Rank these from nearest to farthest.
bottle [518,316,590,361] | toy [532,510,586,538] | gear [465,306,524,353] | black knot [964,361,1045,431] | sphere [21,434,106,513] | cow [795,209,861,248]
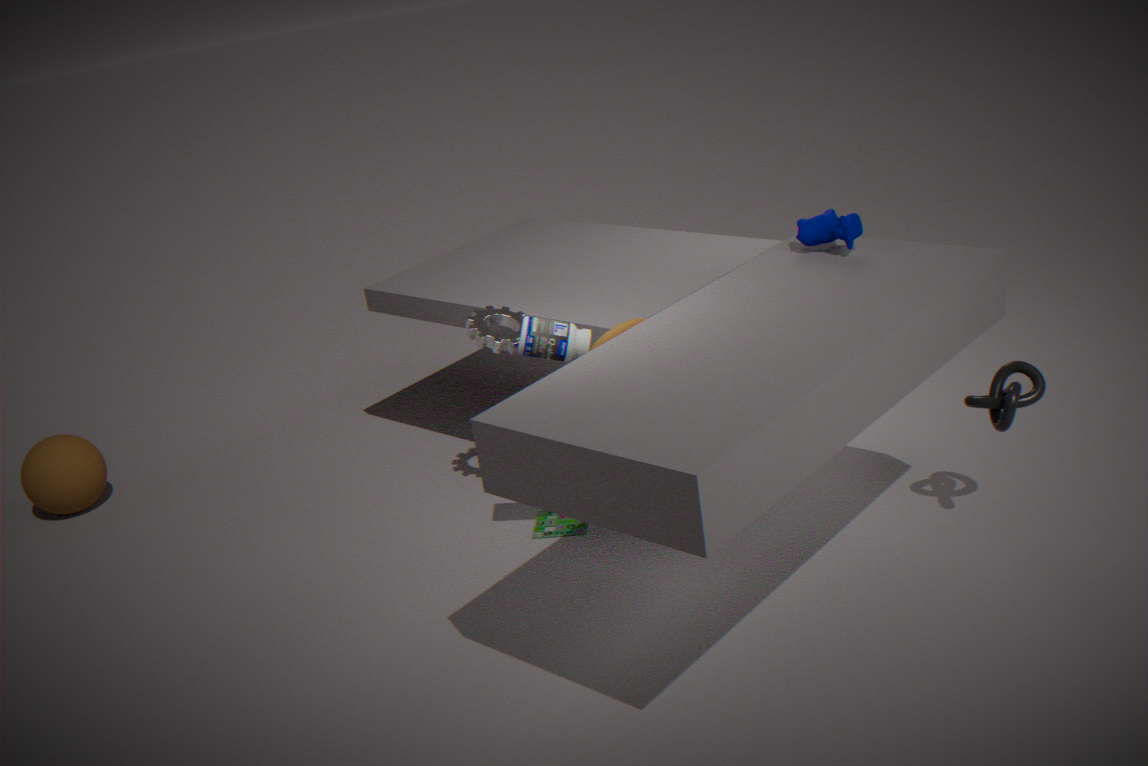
bottle [518,316,590,361] → black knot [964,361,1045,431] → cow [795,209,861,248] → gear [465,306,524,353] → toy [532,510,586,538] → sphere [21,434,106,513]
